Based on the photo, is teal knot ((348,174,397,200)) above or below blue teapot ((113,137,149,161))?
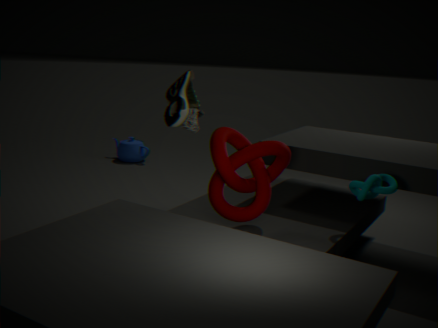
above
